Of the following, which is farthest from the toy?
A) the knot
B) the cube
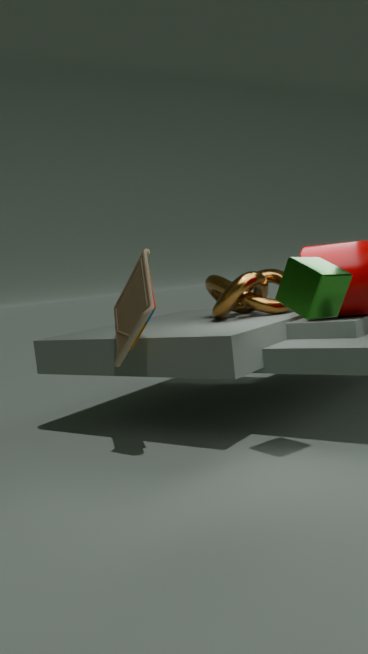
the knot
